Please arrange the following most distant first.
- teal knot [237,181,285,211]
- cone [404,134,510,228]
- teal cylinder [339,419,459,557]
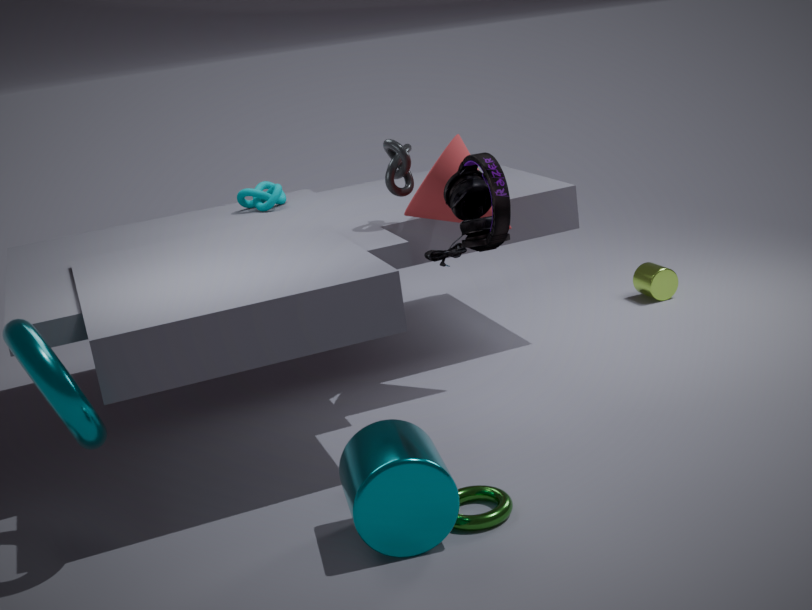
1. teal knot [237,181,285,211]
2. cone [404,134,510,228]
3. teal cylinder [339,419,459,557]
